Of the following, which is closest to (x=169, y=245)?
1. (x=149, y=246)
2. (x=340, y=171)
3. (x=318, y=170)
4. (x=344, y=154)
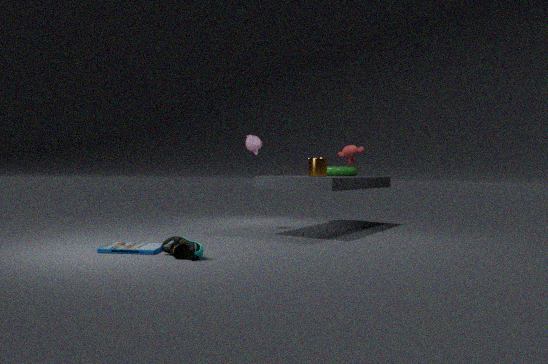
(x=149, y=246)
